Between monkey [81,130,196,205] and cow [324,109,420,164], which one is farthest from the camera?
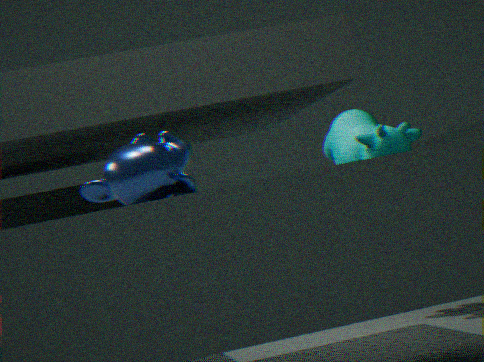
cow [324,109,420,164]
